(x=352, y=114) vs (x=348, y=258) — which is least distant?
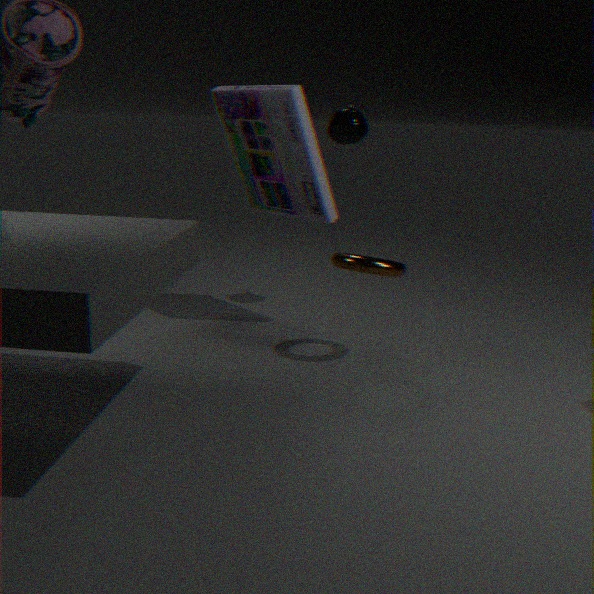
(x=348, y=258)
